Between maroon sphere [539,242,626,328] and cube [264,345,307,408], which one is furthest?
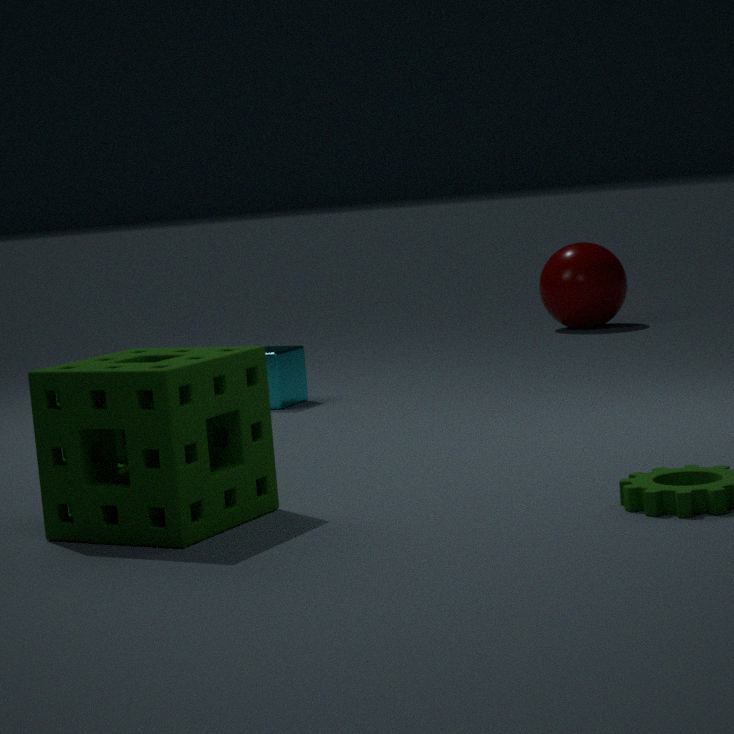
maroon sphere [539,242,626,328]
